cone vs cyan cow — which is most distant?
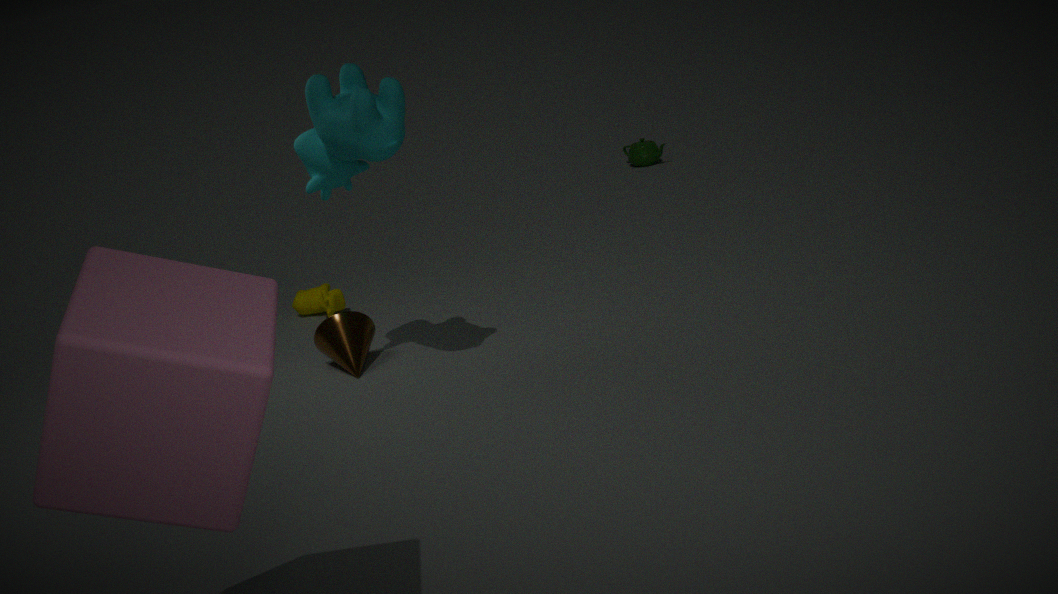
cone
